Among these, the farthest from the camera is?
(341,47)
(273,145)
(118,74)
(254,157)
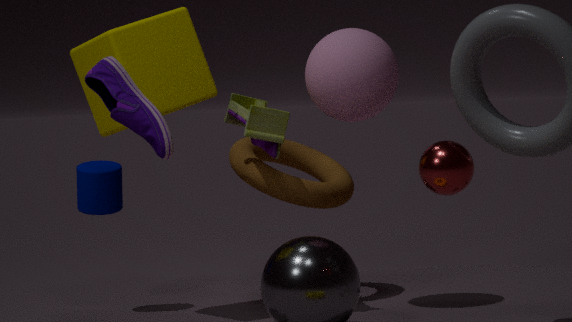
(254,157)
